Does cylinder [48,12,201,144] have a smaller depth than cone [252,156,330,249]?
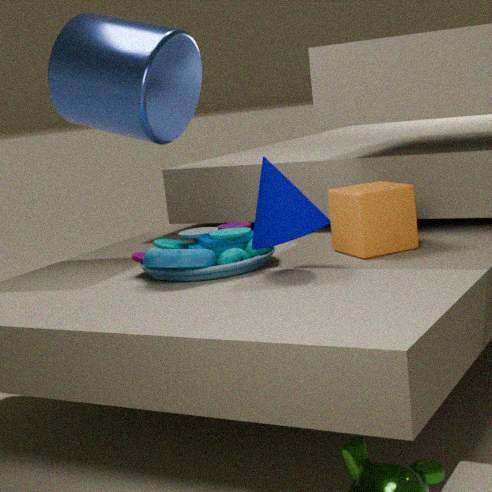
No
